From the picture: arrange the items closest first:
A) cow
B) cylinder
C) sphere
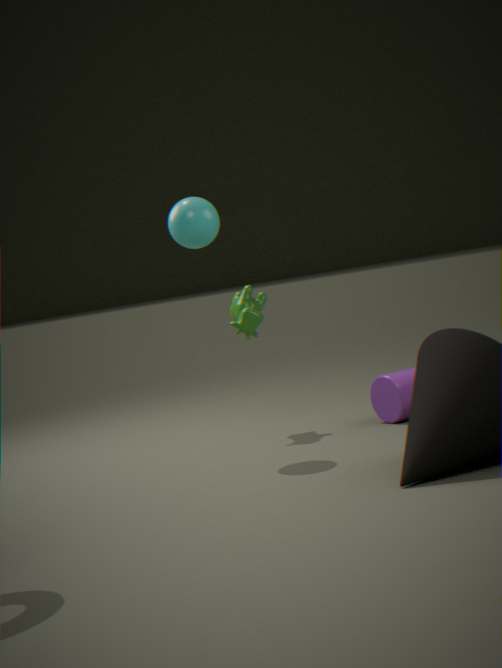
1. sphere
2. cylinder
3. cow
